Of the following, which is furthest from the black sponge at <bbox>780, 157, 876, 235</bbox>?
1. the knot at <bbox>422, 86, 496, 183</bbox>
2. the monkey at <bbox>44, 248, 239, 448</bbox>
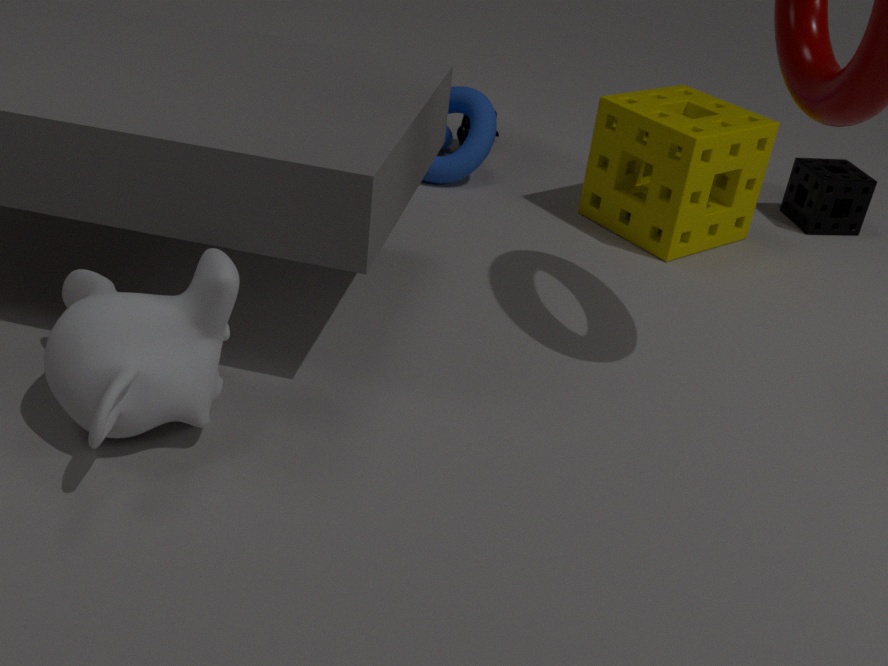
the monkey at <bbox>44, 248, 239, 448</bbox>
